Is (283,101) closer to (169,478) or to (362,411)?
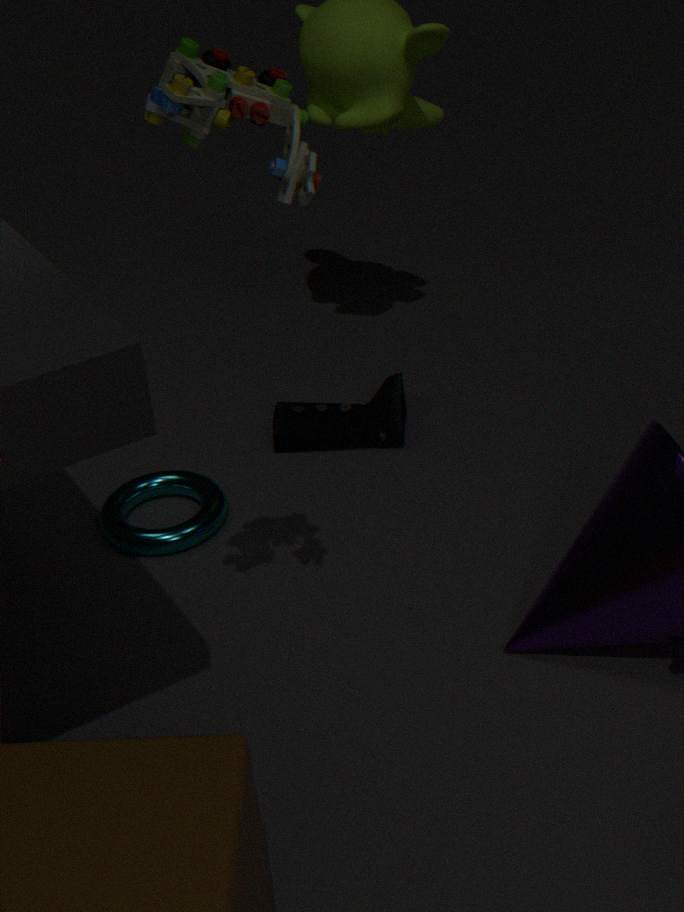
(169,478)
